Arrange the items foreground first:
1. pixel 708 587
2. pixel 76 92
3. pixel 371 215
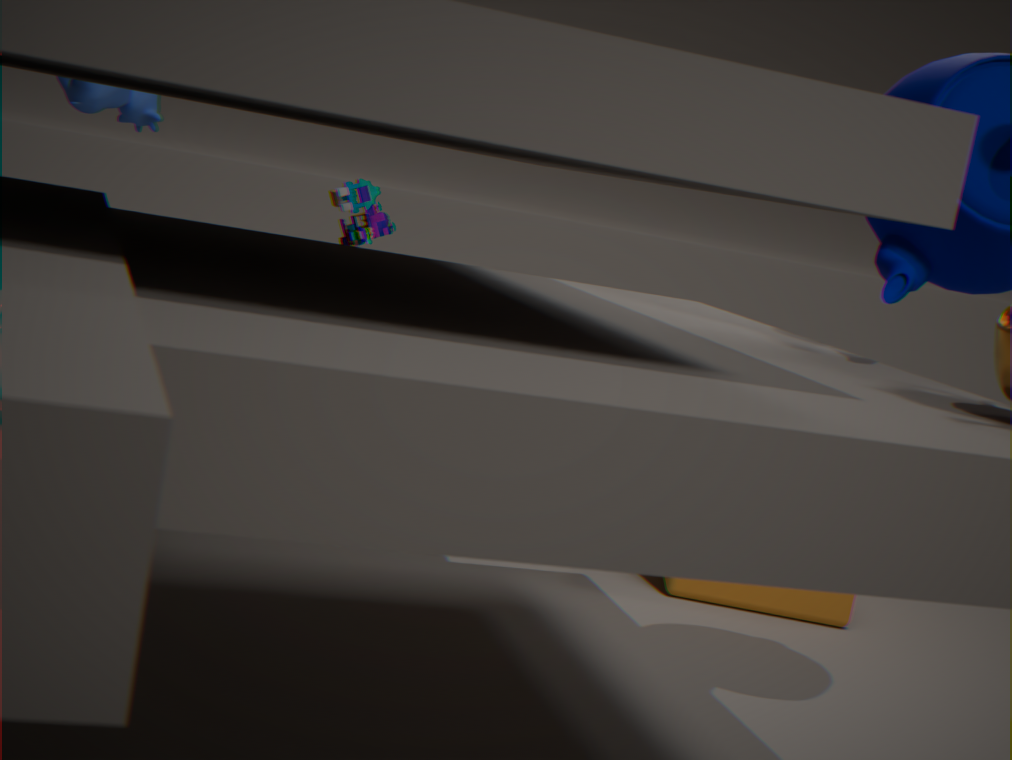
pixel 708 587 → pixel 76 92 → pixel 371 215
